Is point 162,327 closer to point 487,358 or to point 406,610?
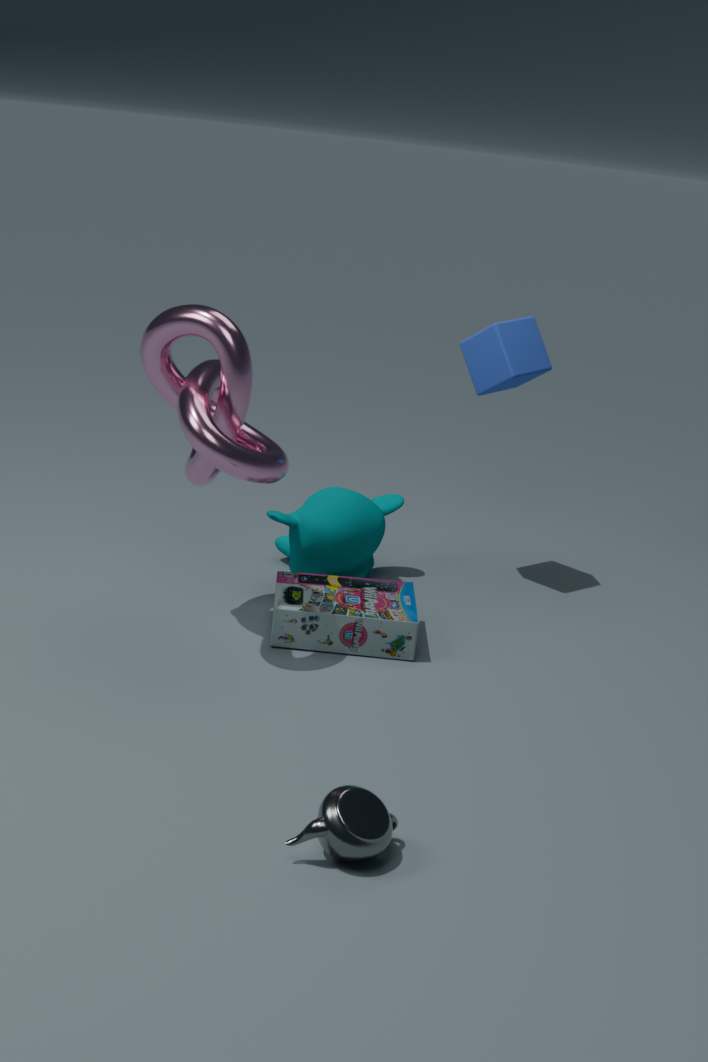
point 406,610
